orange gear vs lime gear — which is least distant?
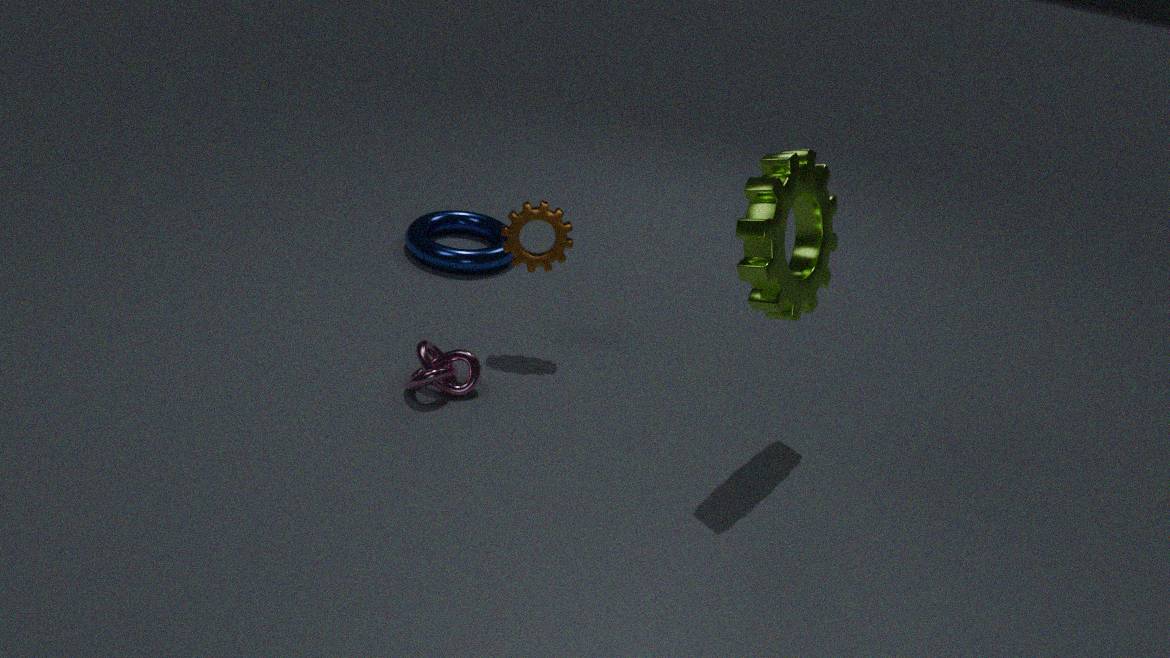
lime gear
